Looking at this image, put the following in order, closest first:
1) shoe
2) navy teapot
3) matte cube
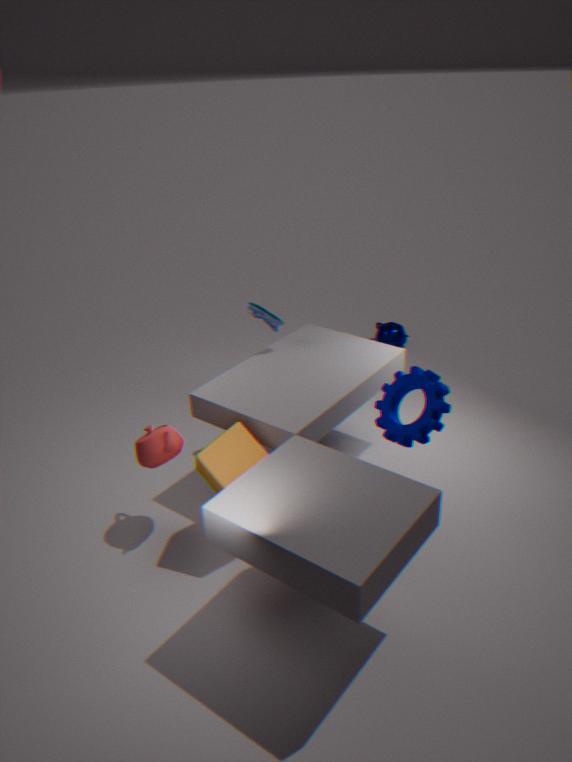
1. 3. matte cube
2. 1. shoe
3. 2. navy teapot
